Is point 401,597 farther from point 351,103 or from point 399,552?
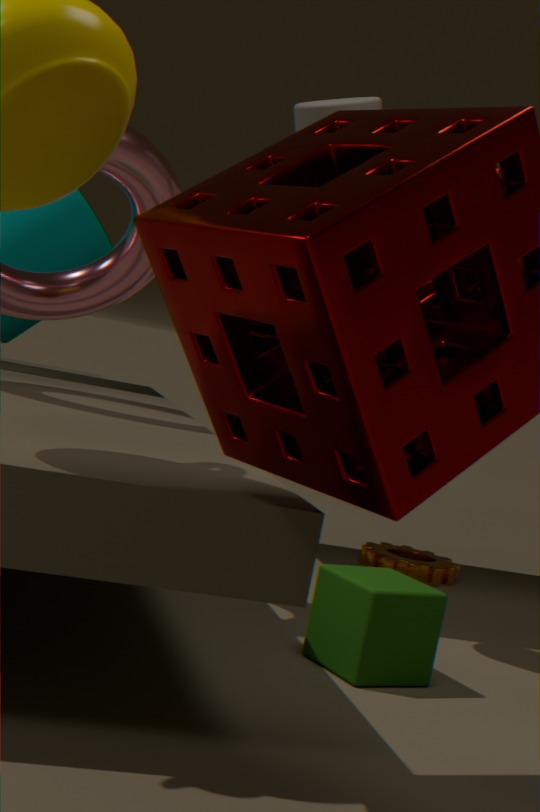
point 399,552
